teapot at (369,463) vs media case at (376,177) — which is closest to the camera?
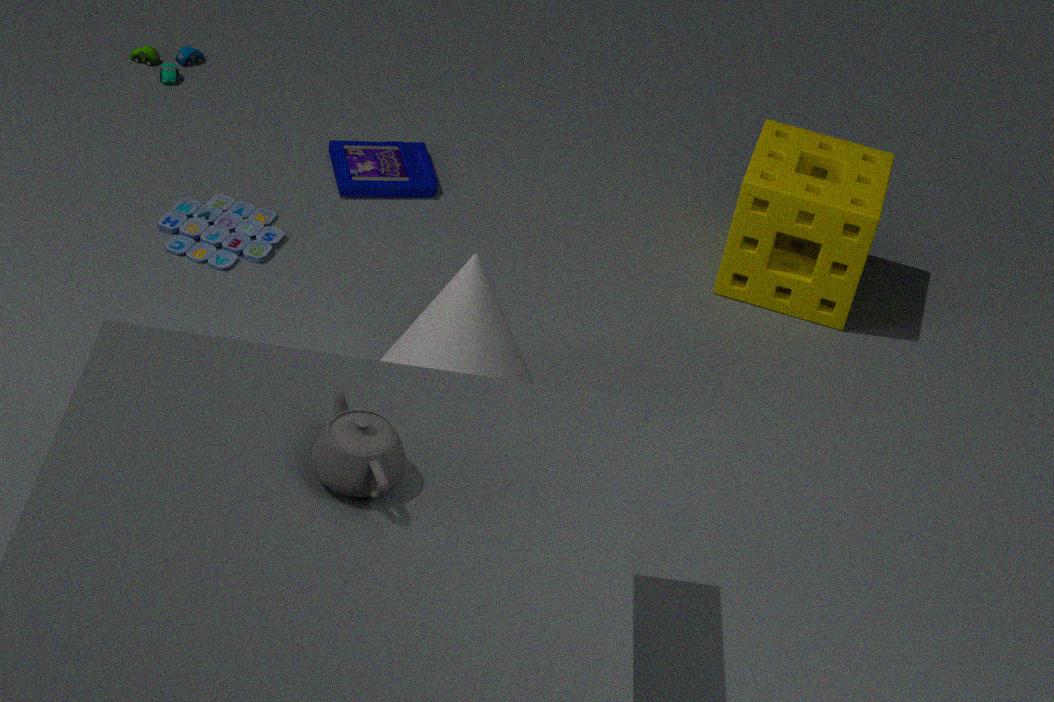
teapot at (369,463)
